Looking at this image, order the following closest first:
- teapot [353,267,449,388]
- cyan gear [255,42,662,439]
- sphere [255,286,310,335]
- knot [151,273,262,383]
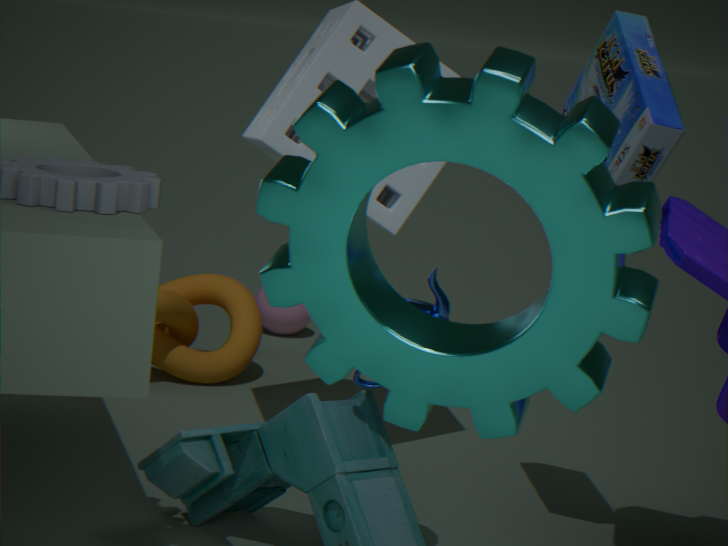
cyan gear [255,42,662,439] < teapot [353,267,449,388] < knot [151,273,262,383] < sphere [255,286,310,335]
